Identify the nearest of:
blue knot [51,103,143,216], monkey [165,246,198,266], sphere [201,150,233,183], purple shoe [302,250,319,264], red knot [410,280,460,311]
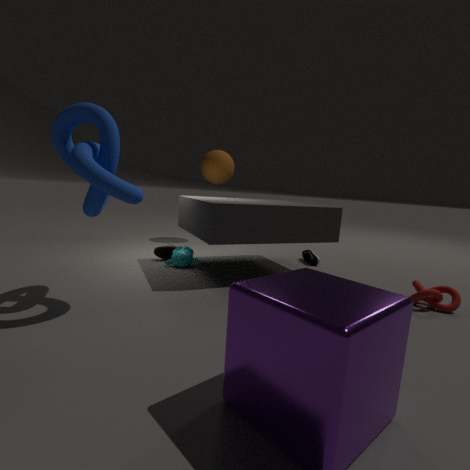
blue knot [51,103,143,216]
